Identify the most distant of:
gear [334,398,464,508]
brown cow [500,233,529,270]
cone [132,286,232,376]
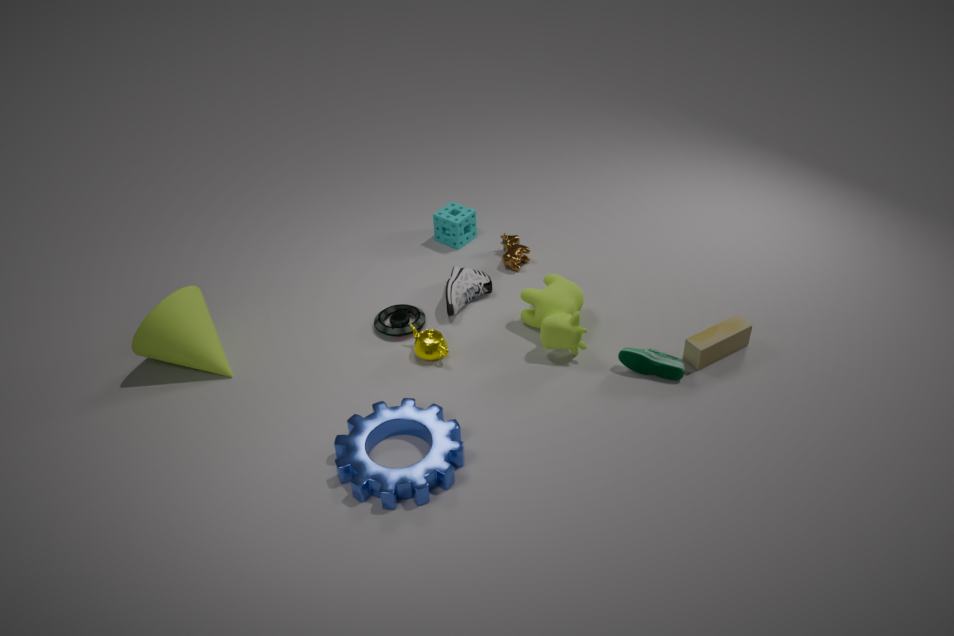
brown cow [500,233,529,270]
